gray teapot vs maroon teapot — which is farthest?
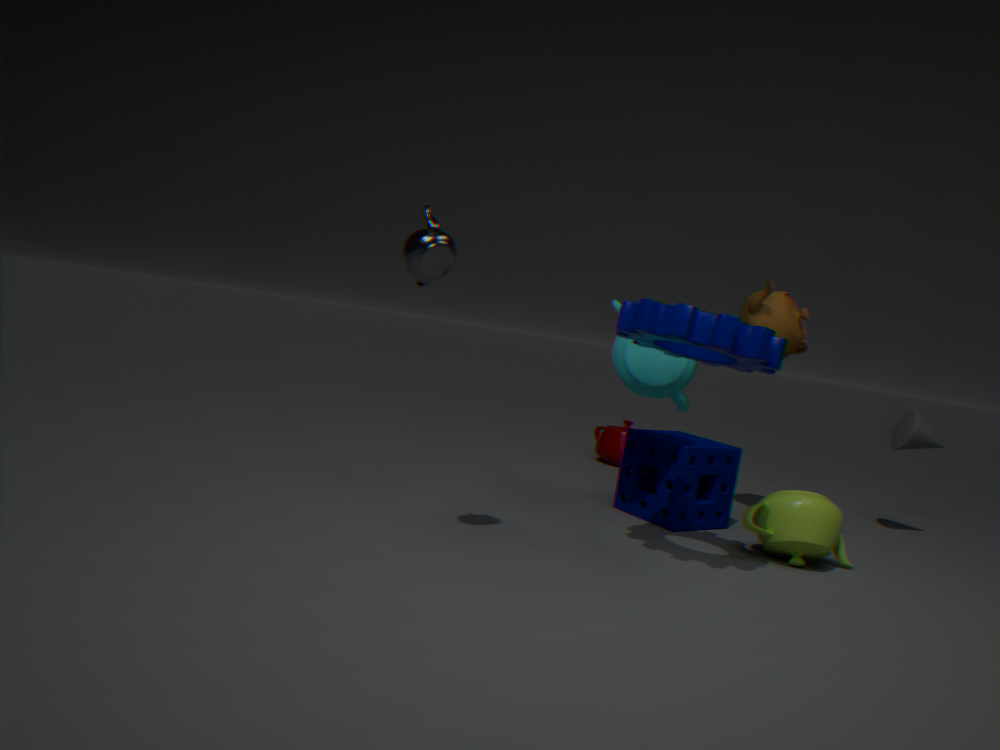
maroon teapot
